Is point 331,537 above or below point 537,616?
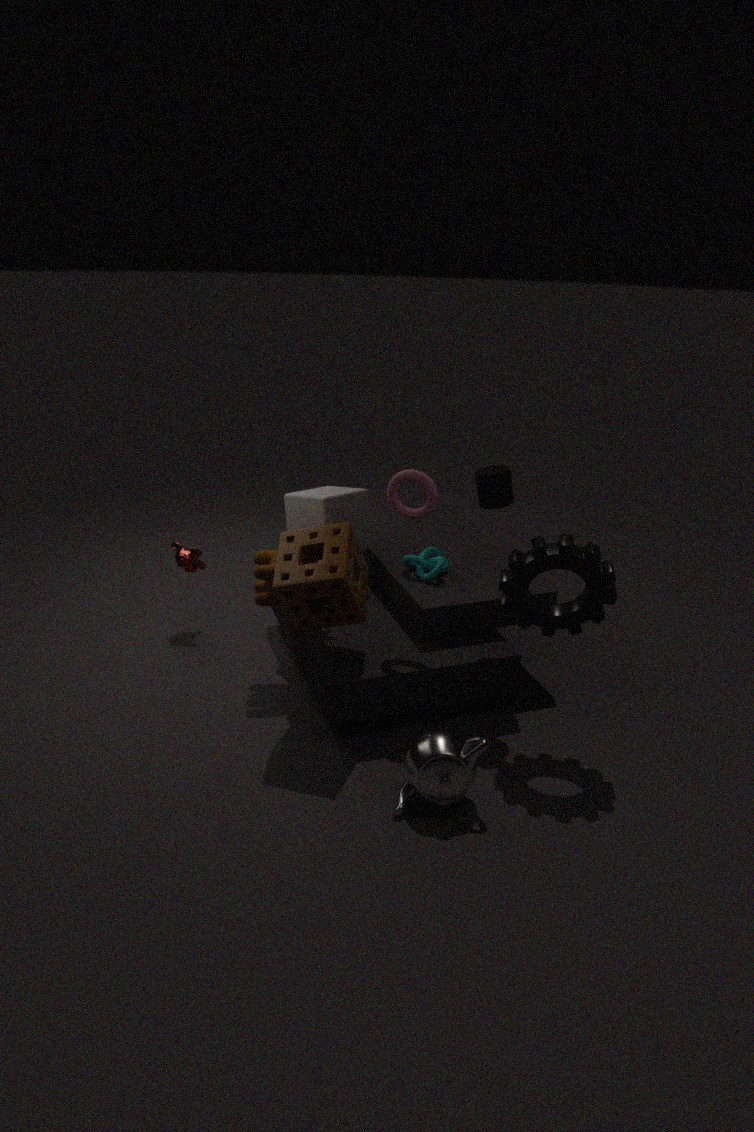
below
